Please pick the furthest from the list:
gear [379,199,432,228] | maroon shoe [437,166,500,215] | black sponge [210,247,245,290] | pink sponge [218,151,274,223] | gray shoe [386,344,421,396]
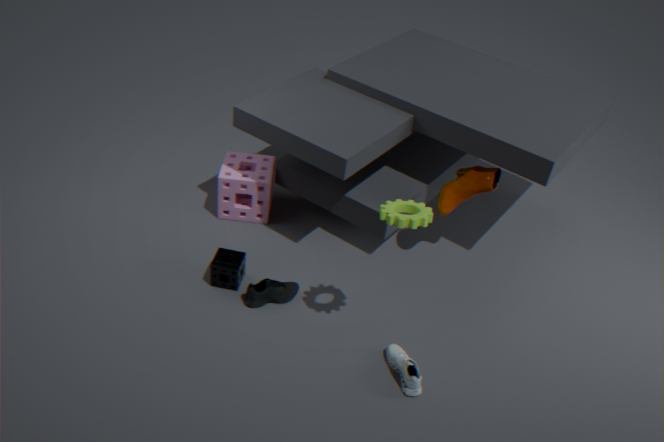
pink sponge [218,151,274,223]
